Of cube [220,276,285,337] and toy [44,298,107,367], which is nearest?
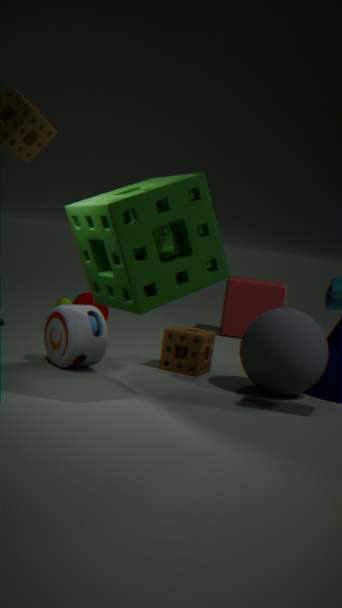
toy [44,298,107,367]
